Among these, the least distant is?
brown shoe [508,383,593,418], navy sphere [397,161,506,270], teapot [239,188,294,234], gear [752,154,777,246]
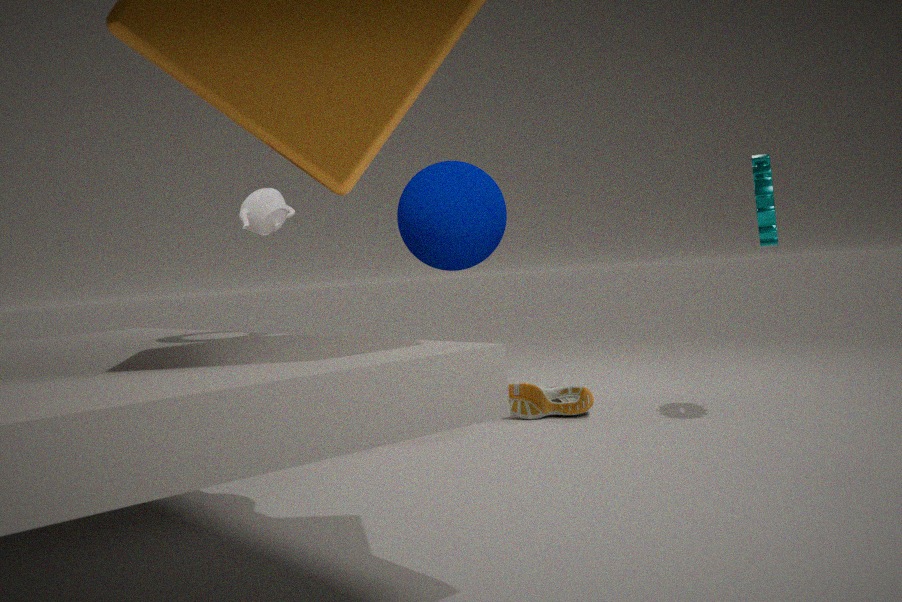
gear [752,154,777,246]
